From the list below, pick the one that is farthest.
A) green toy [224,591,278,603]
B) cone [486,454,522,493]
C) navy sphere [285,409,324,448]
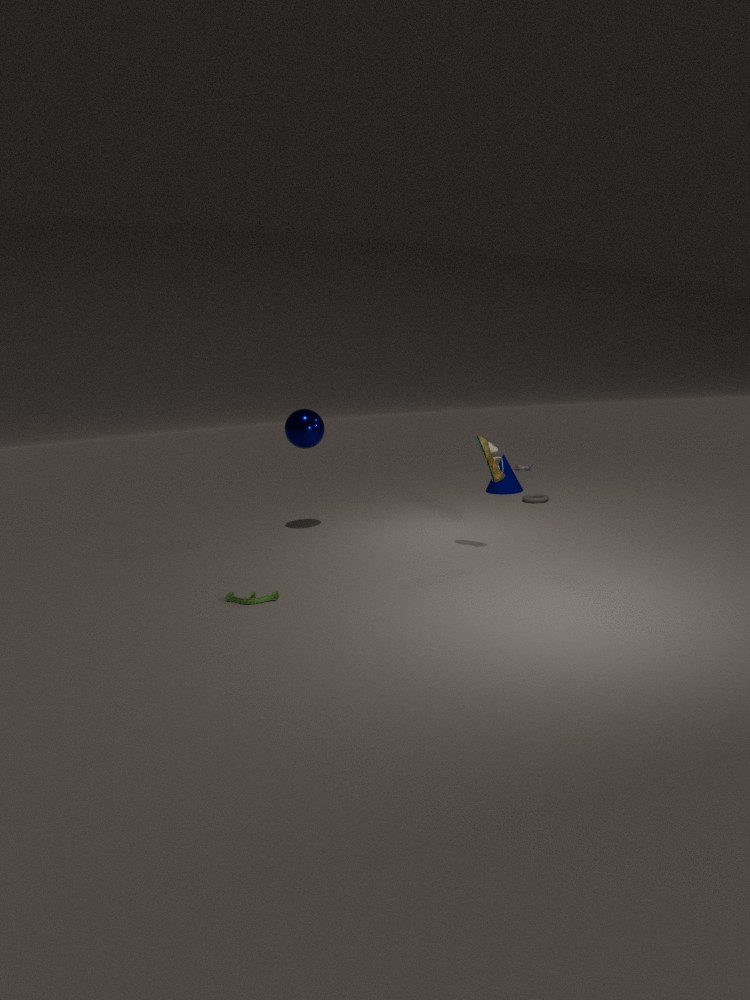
cone [486,454,522,493]
